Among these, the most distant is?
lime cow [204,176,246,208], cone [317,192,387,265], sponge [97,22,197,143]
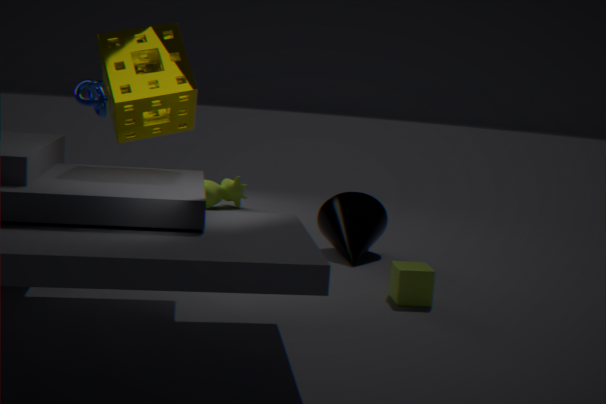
lime cow [204,176,246,208]
